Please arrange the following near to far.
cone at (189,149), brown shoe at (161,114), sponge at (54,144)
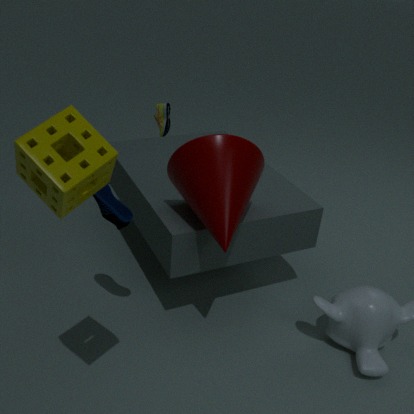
sponge at (54,144), cone at (189,149), brown shoe at (161,114)
